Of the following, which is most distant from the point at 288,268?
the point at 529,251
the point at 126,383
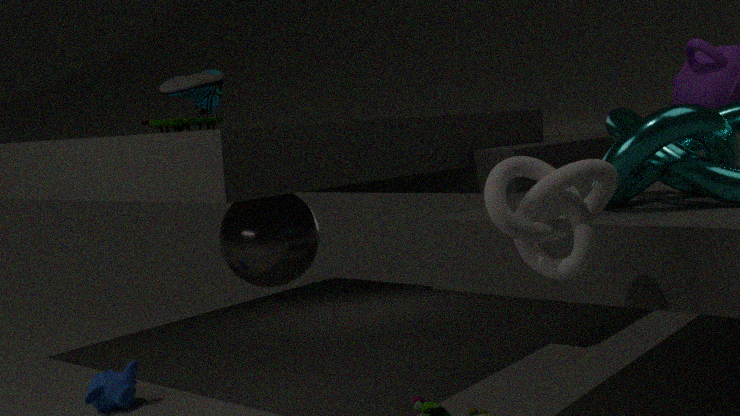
the point at 529,251
